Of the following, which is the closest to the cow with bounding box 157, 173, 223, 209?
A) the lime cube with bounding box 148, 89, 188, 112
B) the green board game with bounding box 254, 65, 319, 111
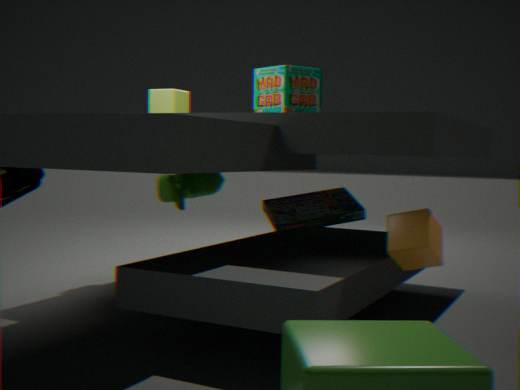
the lime cube with bounding box 148, 89, 188, 112
